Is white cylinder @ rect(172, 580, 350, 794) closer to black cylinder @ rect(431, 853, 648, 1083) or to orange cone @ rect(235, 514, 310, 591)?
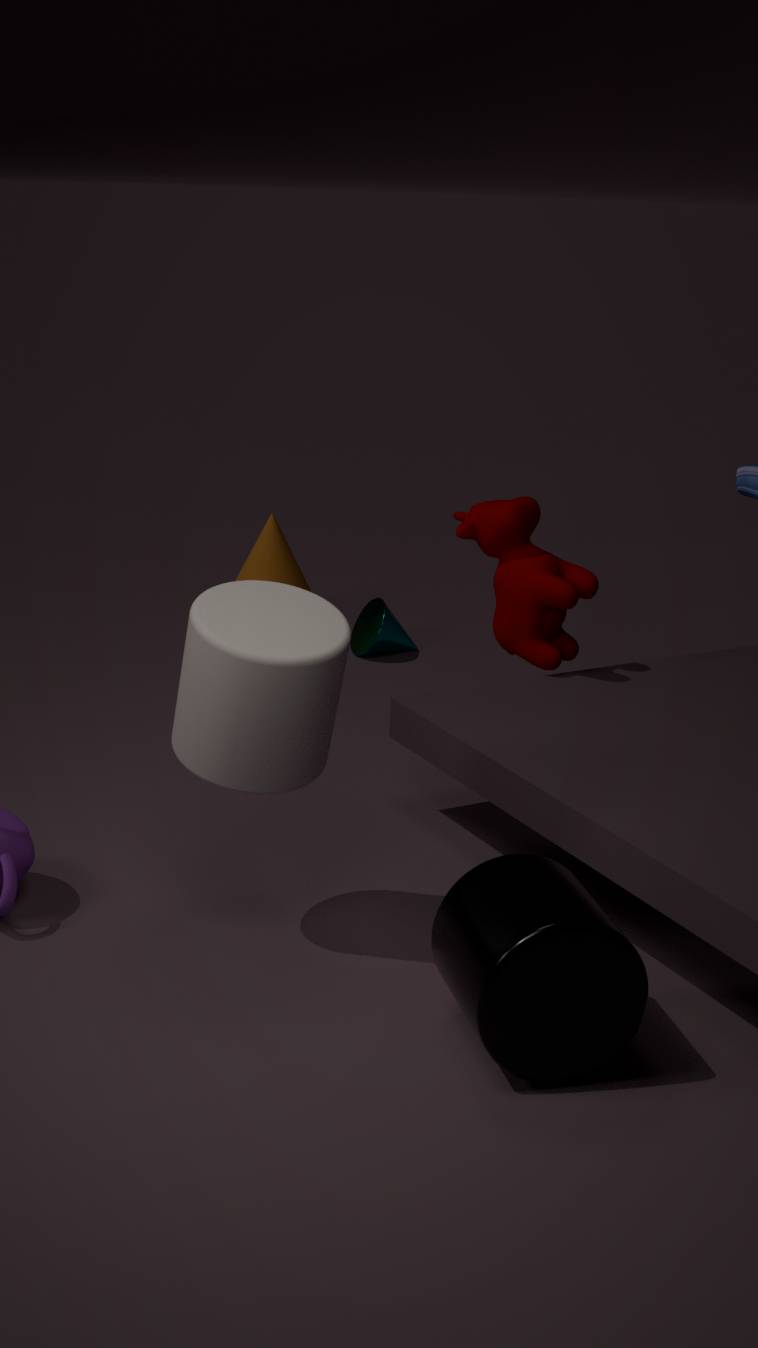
black cylinder @ rect(431, 853, 648, 1083)
